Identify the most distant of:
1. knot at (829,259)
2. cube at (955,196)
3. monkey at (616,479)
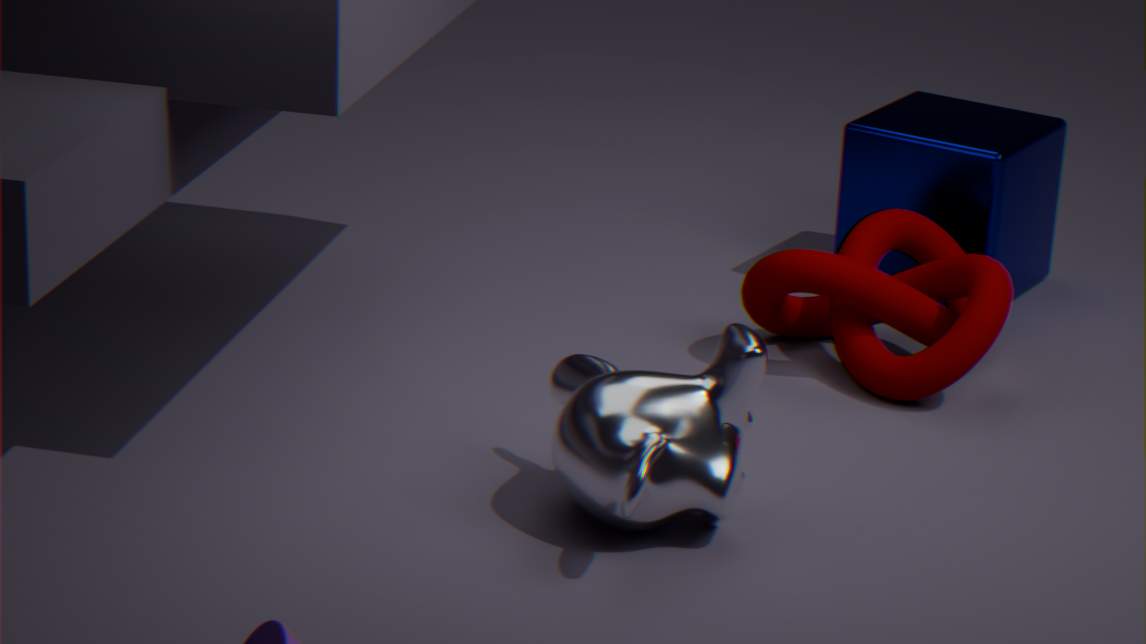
cube at (955,196)
